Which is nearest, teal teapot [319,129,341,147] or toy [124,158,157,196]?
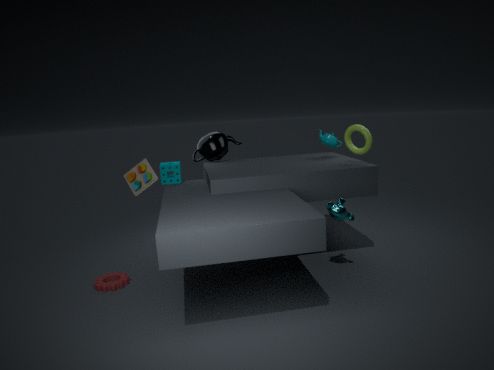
toy [124,158,157,196]
